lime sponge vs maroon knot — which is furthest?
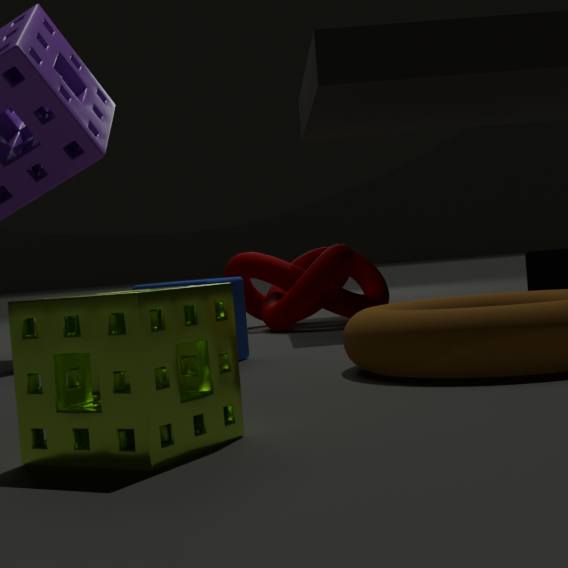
maroon knot
